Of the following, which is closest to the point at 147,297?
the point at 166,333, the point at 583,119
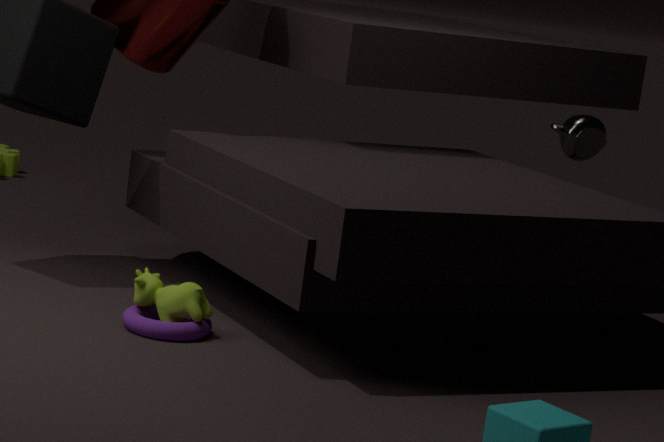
the point at 166,333
